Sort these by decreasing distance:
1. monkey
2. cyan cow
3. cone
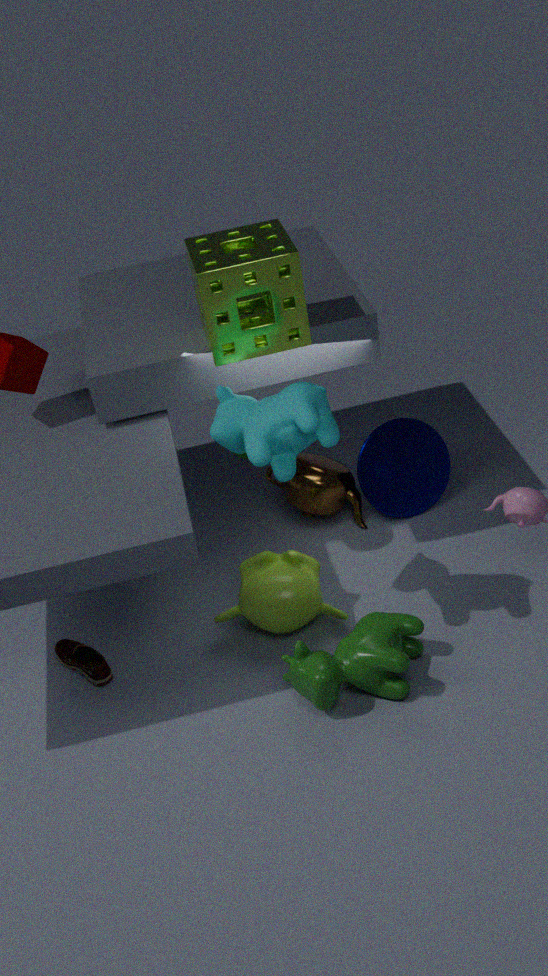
cone → monkey → cyan cow
